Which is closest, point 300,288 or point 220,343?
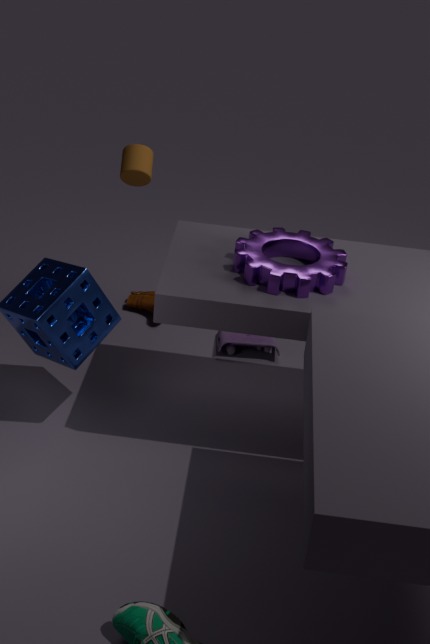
point 300,288
